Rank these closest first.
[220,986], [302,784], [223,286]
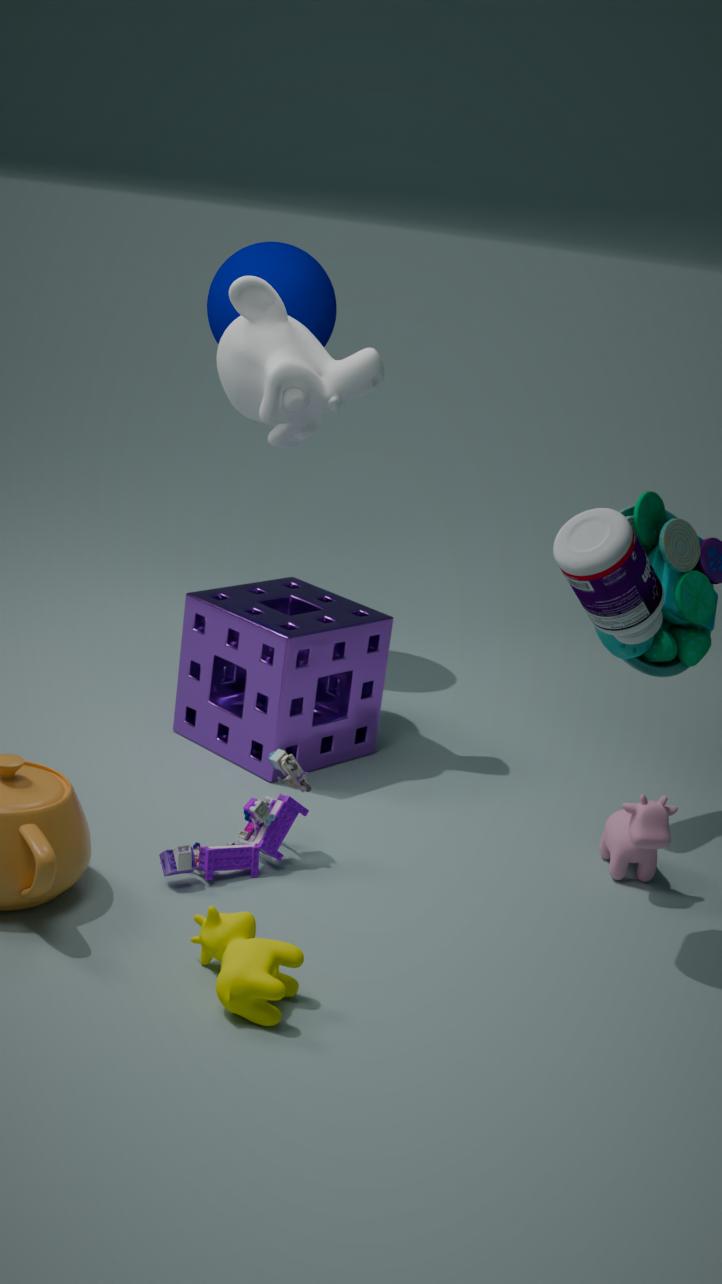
[220,986] < [302,784] < [223,286]
